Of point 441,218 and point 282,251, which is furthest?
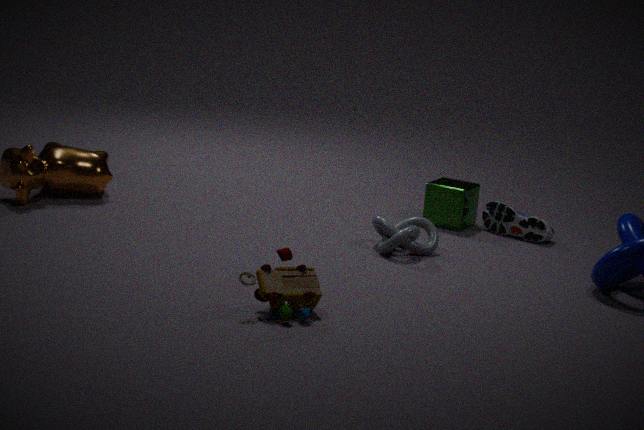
point 441,218
